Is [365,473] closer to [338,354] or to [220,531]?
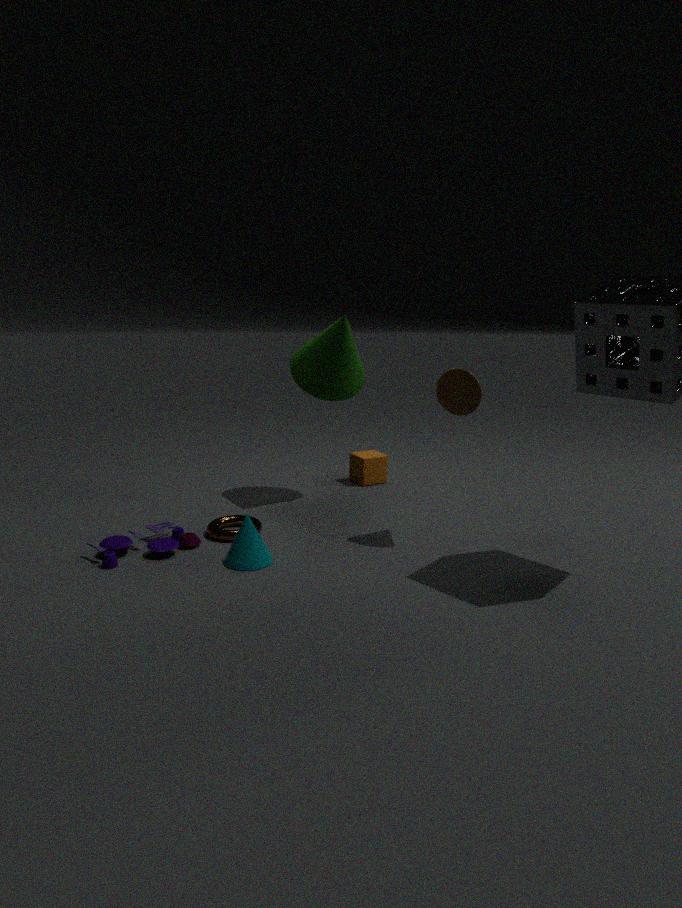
[338,354]
